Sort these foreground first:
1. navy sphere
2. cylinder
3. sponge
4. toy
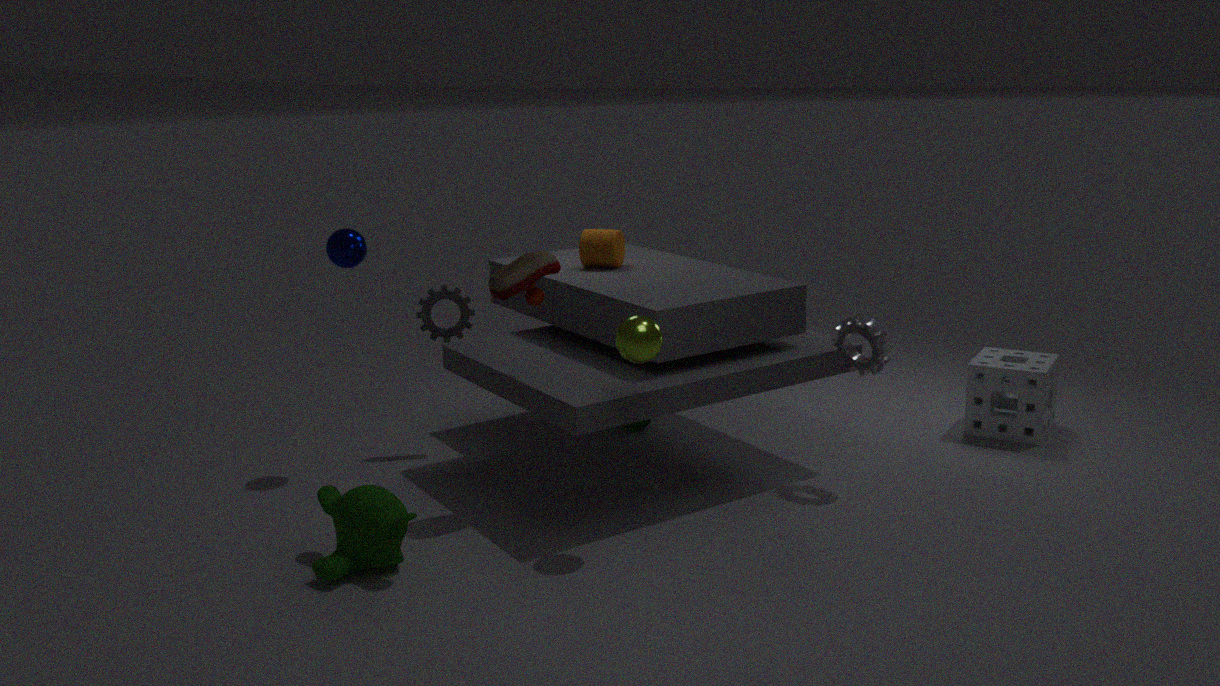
toy
navy sphere
sponge
cylinder
